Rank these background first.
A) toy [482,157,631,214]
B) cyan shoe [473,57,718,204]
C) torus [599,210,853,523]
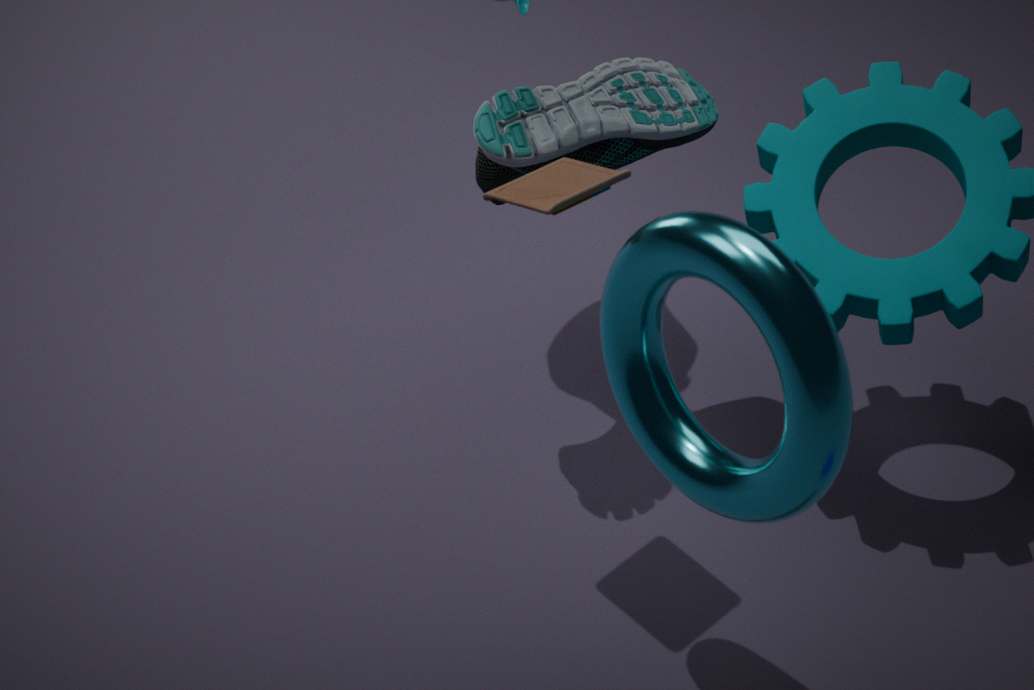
cyan shoe [473,57,718,204], toy [482,157,631,214], torus [599,210,853,523]
